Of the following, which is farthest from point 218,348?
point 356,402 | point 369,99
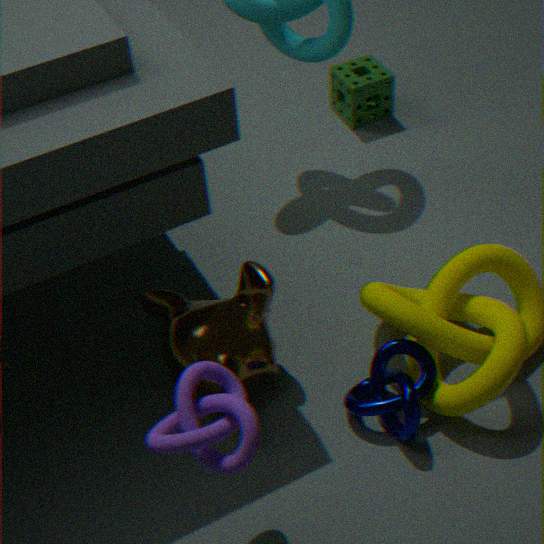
point 369,99
